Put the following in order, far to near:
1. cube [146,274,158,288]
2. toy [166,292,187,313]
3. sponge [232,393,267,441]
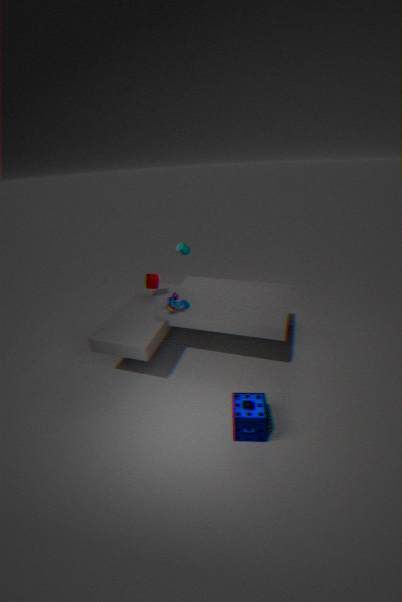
cube [146,274,158,288] < toy [166,292,187,313] < sponge [232,393,267,441]
